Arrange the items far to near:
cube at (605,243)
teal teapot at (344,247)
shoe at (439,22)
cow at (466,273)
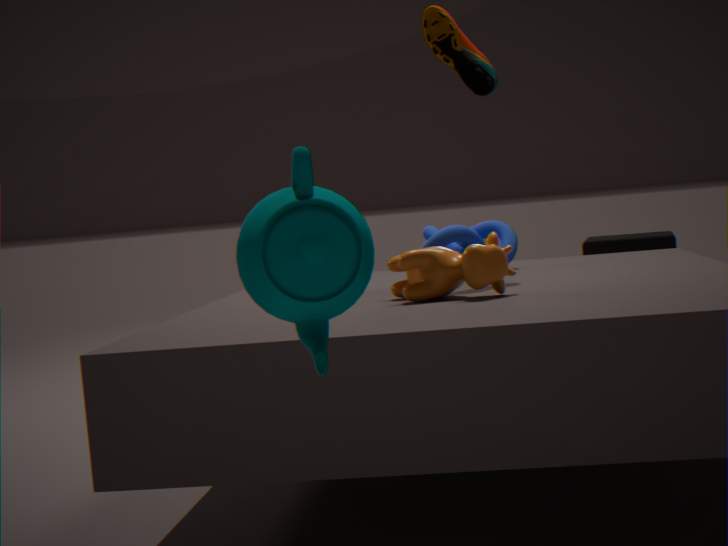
cube at (605,243)
shoe at (439,22)
cow at (466,273)
teal teapot at (344,247)
